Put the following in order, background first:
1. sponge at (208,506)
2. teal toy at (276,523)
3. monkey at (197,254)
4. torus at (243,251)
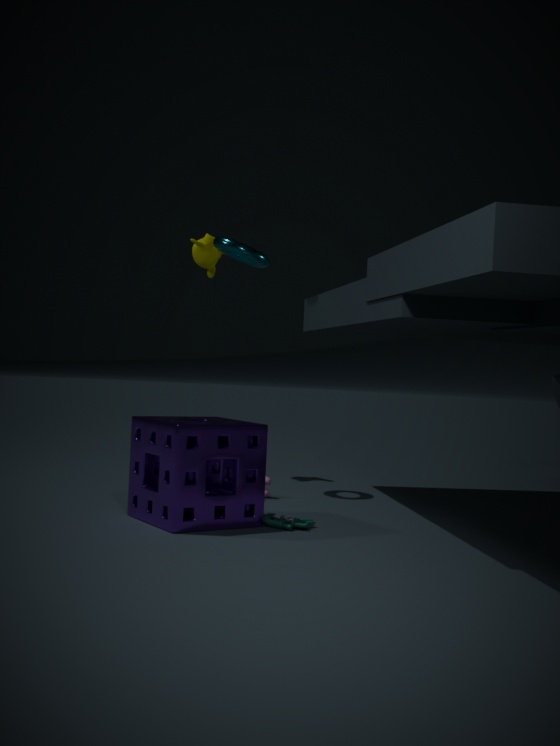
monkey at (197,254) → torus at (243,251) → teal toy at (276,523) → sponge at (208,506)
